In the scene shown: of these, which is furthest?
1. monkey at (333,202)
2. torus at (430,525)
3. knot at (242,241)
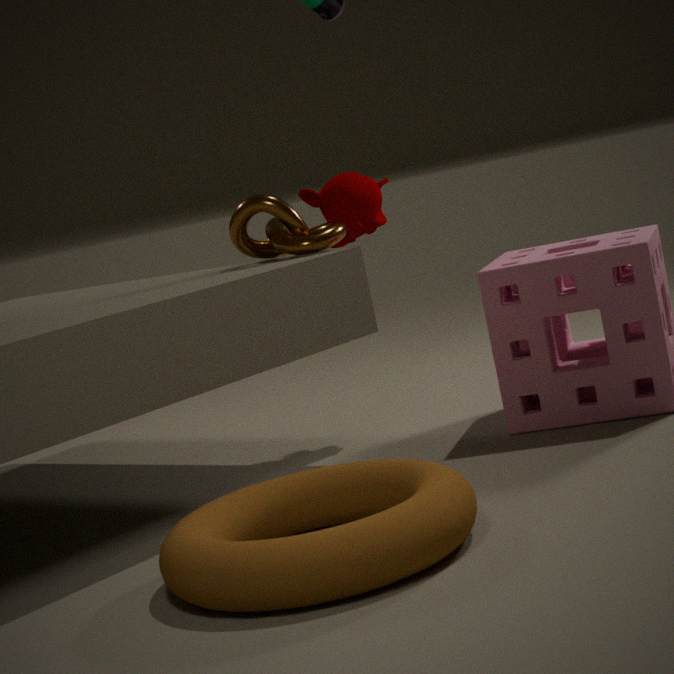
monkey at (333,202)
